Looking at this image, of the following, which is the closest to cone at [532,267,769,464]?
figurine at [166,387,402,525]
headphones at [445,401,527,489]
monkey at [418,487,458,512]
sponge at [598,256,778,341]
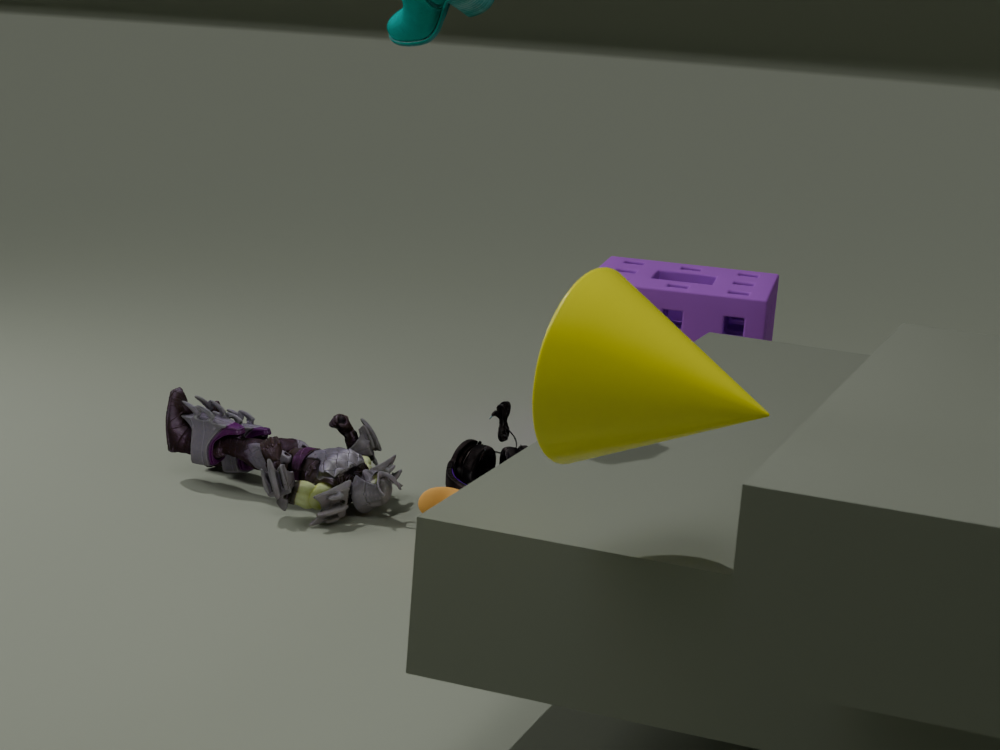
monkey at [418,487,458,512]
